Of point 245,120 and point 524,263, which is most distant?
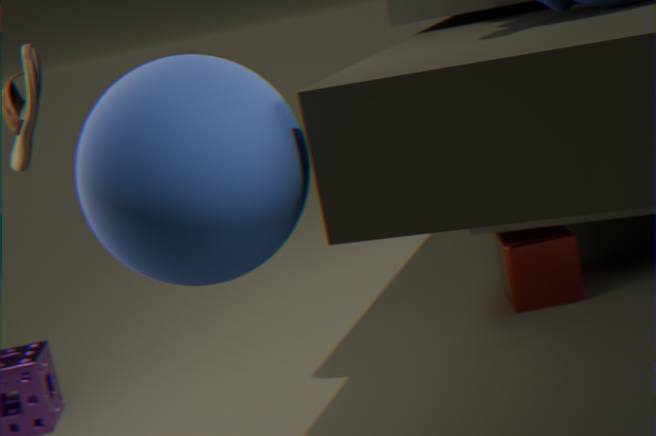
point 524,263
